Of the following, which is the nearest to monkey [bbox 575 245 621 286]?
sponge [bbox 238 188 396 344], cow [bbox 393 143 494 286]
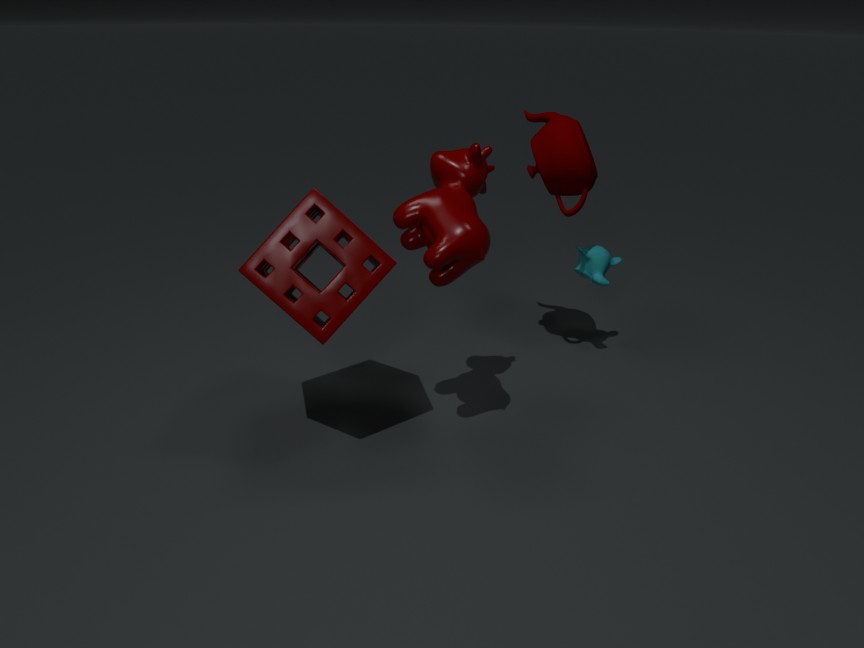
cow [bbox 393 143 494 286]
